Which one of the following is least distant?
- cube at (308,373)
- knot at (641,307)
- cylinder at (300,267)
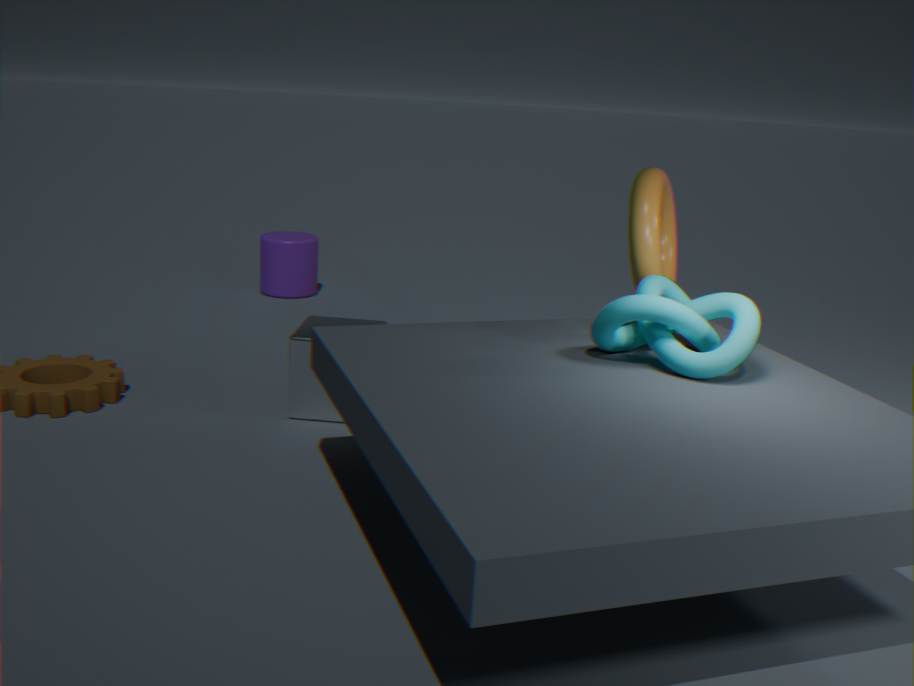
knot at (641,307)
